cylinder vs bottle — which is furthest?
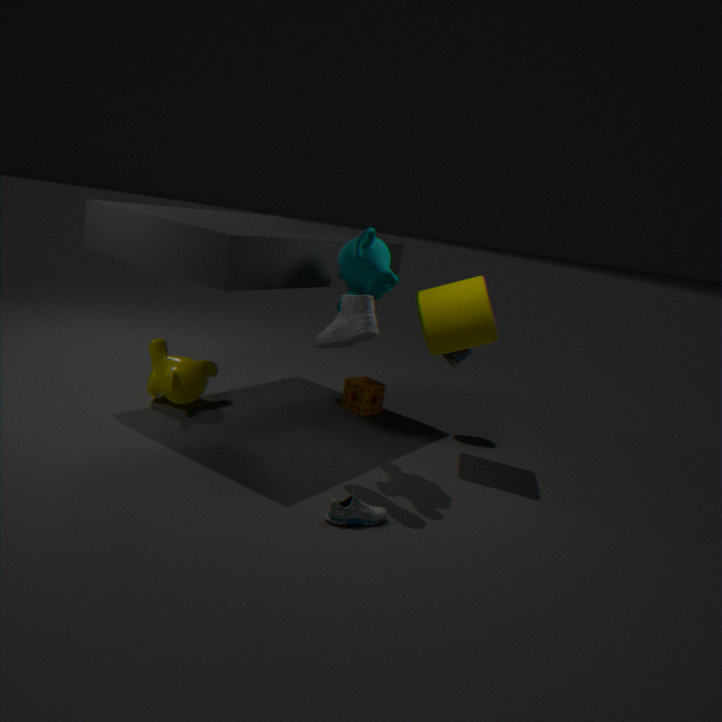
bottle
